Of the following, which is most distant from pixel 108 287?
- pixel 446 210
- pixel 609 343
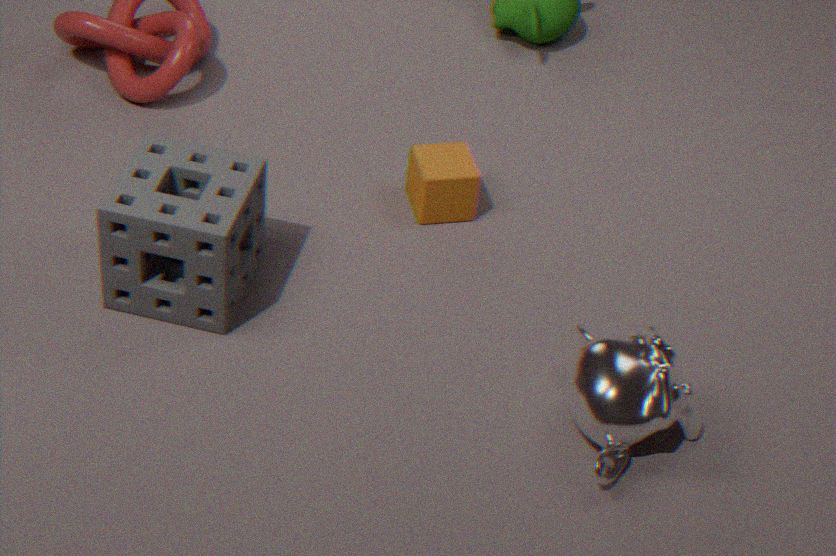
pixel 609 343
